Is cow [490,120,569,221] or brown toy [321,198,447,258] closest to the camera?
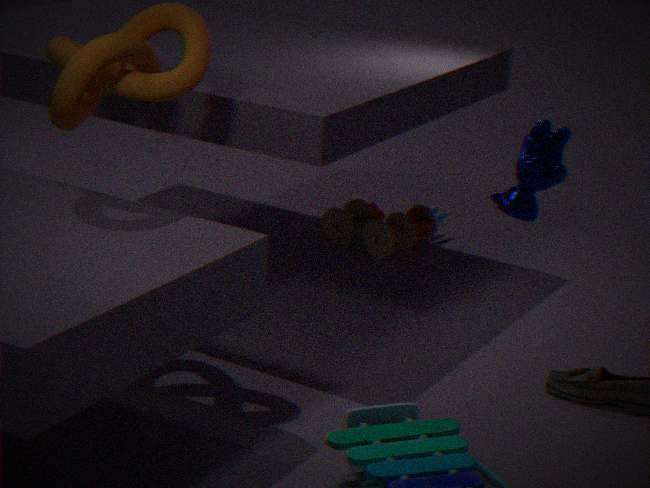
cow [490,120,569,221]
